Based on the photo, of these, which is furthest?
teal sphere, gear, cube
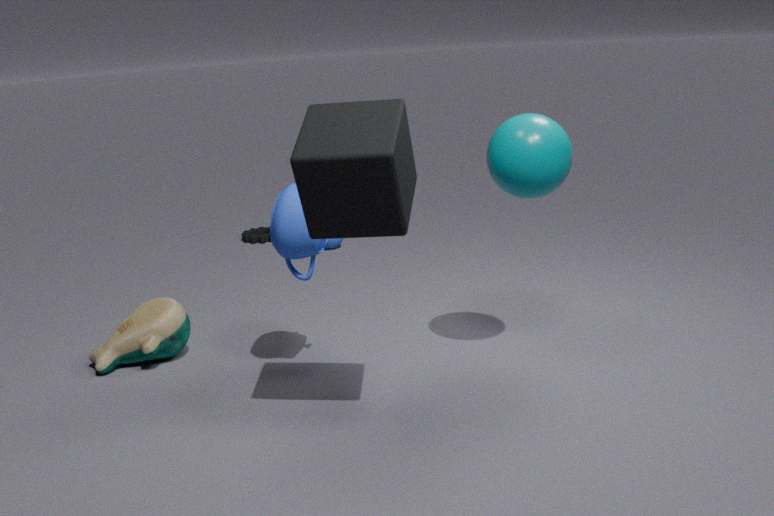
gear
